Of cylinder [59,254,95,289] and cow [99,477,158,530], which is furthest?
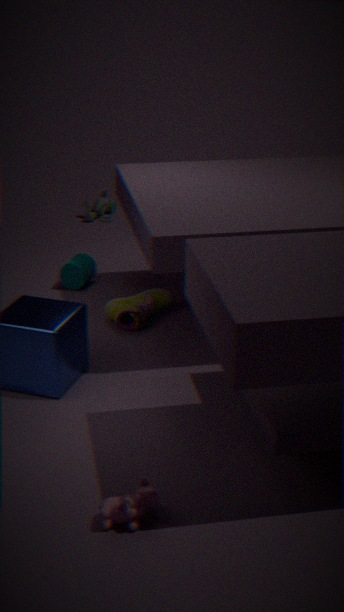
cylinder [59,254,95,289]
